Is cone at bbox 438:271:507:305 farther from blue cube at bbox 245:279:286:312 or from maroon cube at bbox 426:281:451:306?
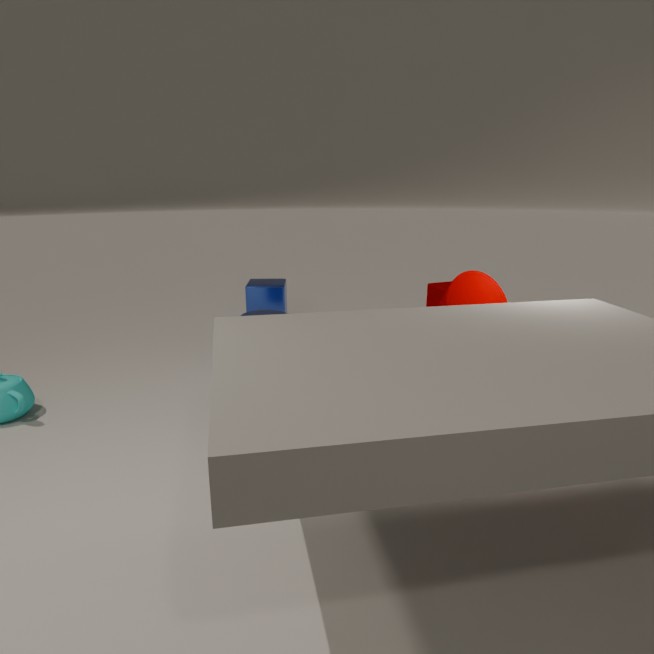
blue cube at bbox 245:279:286:312
